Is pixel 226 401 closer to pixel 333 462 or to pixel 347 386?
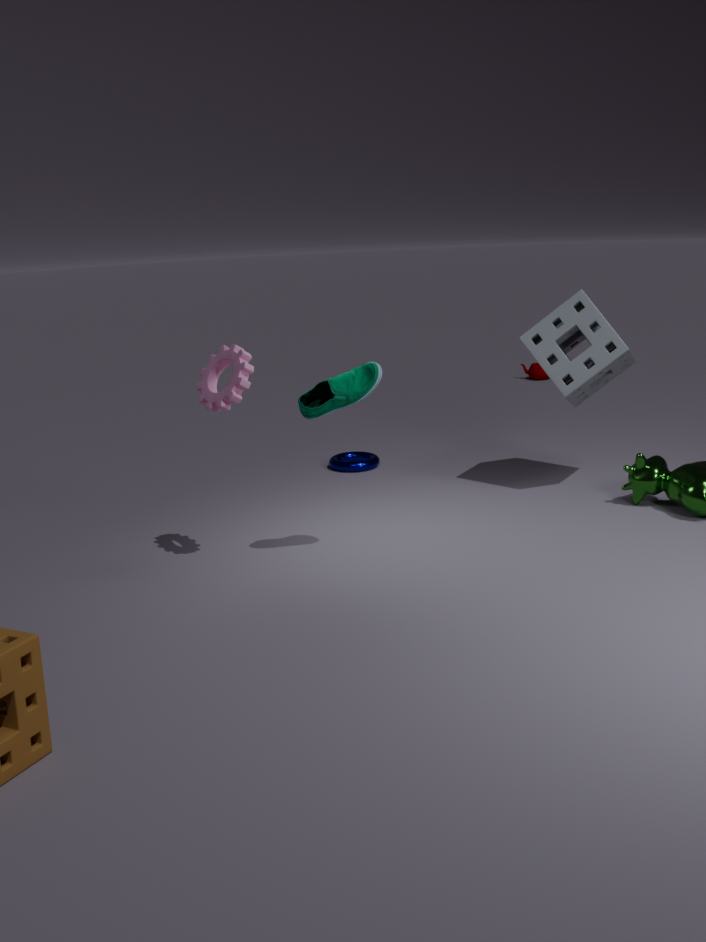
pixel 347 386
